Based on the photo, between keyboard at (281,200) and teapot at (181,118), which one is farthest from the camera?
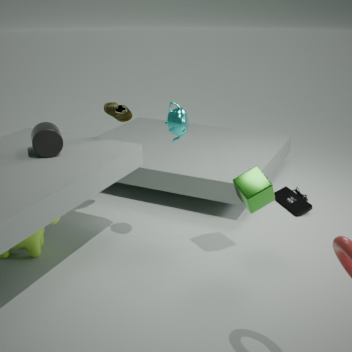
keyboard at (281,200)
